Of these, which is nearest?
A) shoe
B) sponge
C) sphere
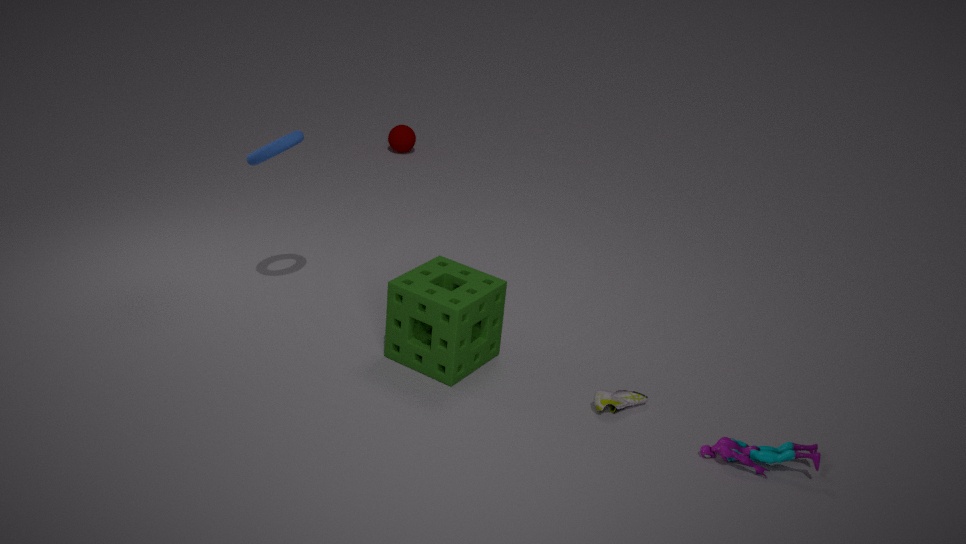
shoe
